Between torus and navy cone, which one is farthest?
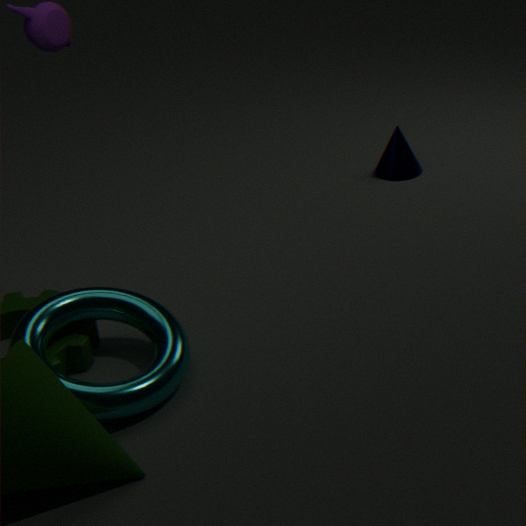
navy cone
